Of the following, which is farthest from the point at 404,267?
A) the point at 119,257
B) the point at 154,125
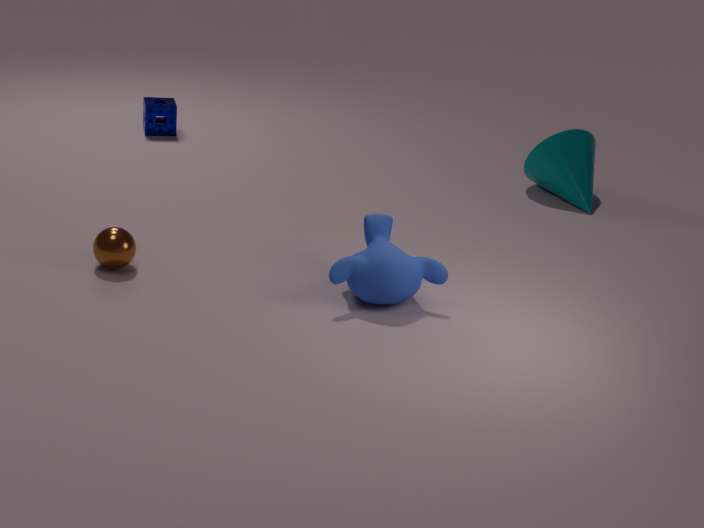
the point at 154,125
